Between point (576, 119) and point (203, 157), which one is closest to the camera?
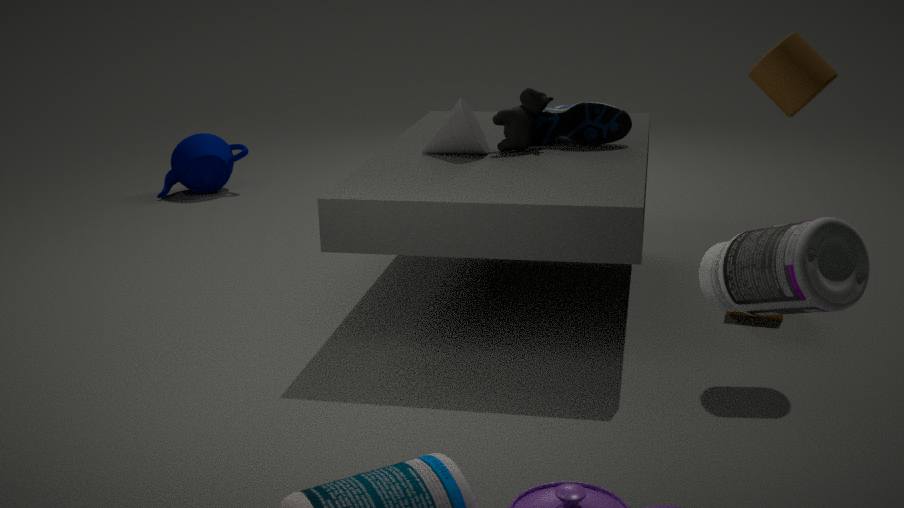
point (576, 119)
